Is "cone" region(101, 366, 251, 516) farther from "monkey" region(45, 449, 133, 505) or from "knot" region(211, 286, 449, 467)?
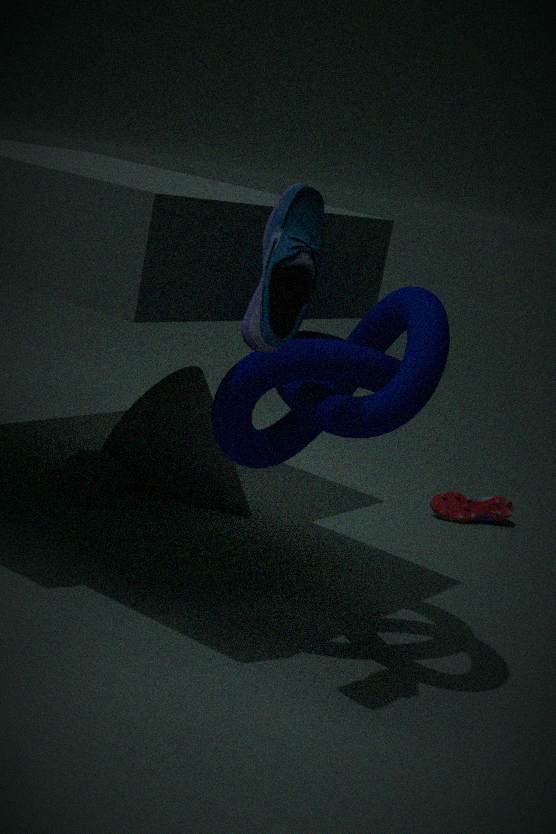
"knot" region(211, 286, 449, 467)
